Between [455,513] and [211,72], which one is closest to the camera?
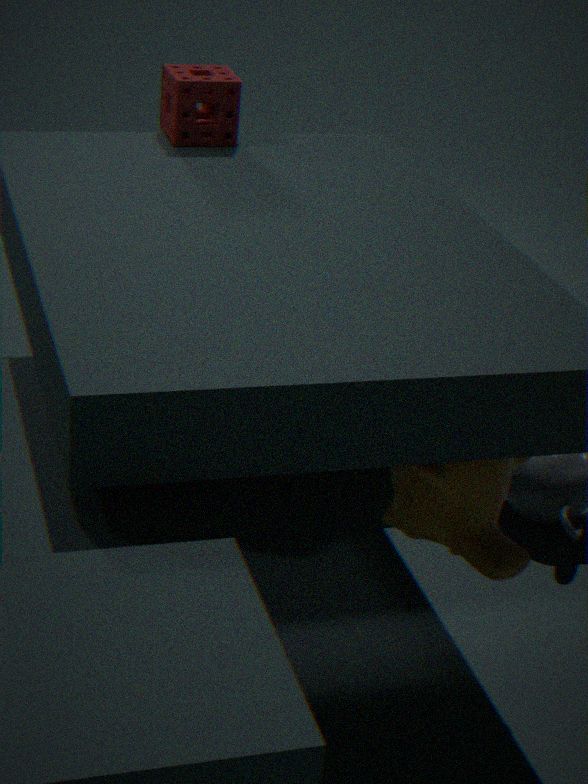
[455,513]
